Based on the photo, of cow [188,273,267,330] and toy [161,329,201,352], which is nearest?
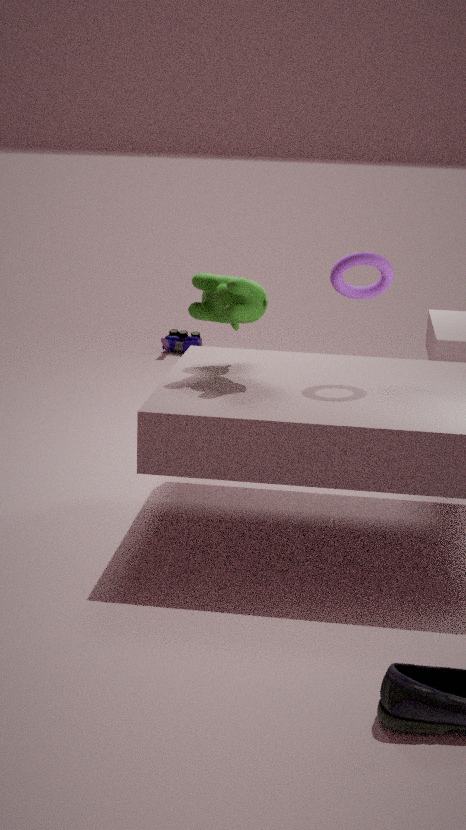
cow [188,273,267,330]
